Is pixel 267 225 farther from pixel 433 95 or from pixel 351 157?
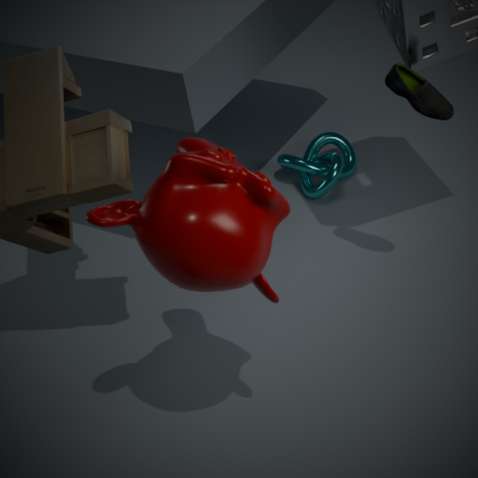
pixel 351 157
